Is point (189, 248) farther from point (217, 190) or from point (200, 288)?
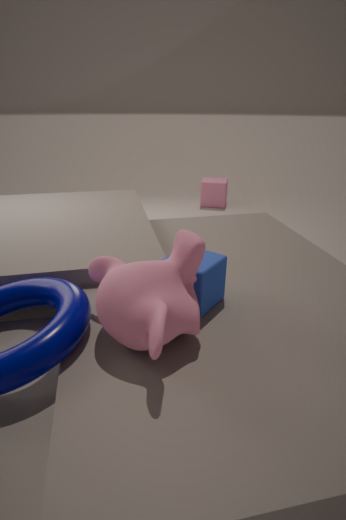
point (217, 190)
